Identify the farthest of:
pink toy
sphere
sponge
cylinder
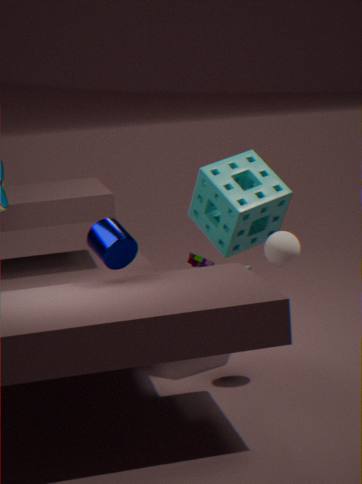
pink toy
